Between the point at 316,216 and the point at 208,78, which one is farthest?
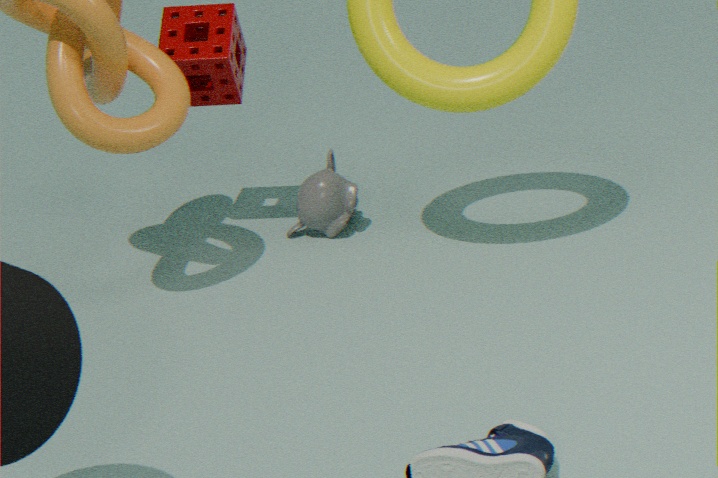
the point at 316,216
